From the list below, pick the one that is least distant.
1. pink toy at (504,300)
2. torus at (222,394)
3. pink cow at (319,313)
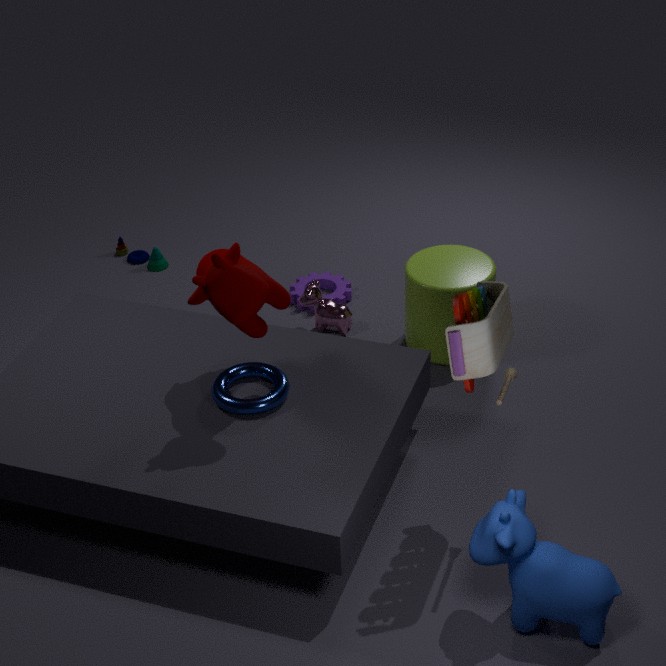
pink toy at (504,300)
